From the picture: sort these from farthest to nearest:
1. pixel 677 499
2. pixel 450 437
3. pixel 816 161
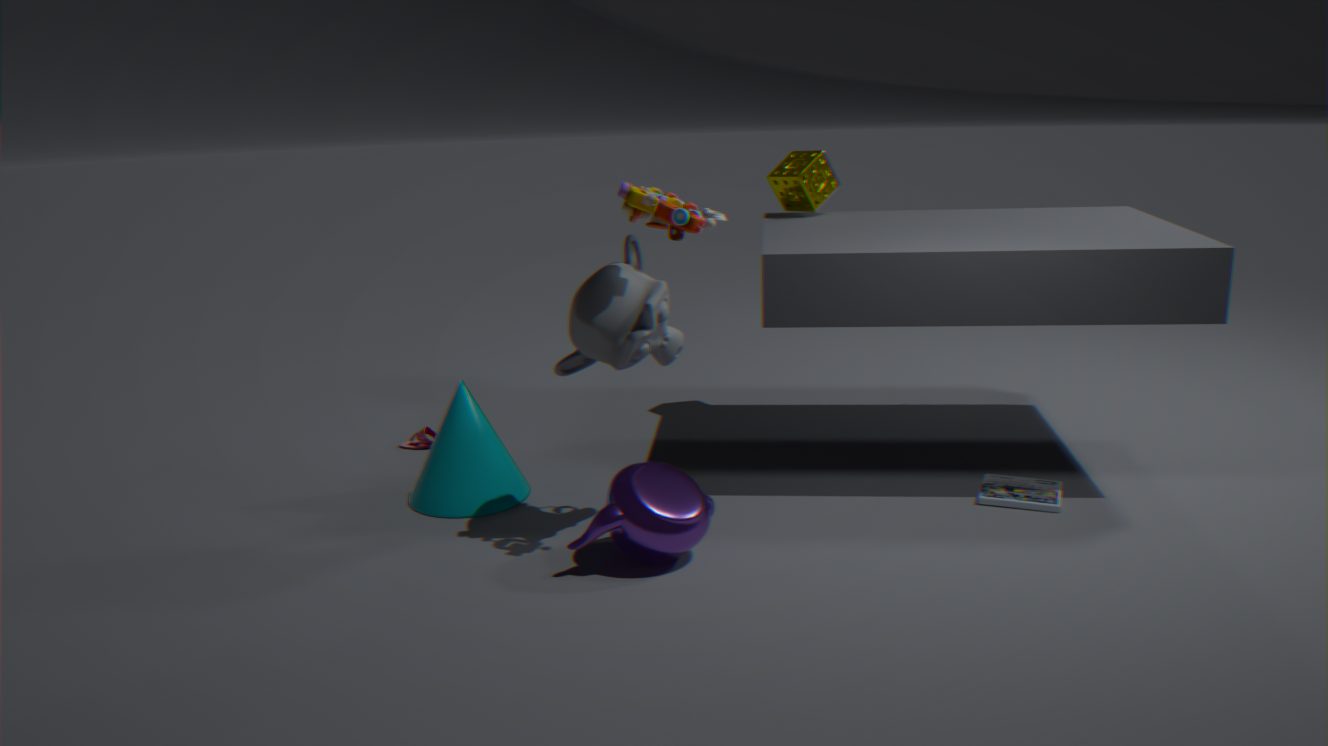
1. pixel 816 161
2. pixel 450 437
3. pixel 677 499
